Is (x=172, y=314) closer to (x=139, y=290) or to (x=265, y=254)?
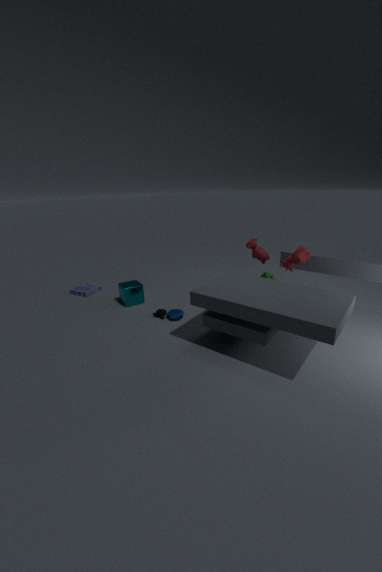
(x=139, y=290)
